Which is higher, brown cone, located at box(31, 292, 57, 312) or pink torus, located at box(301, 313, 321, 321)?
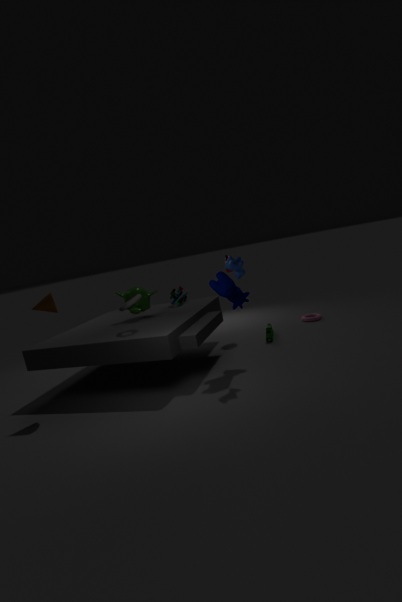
brown cone, located at box(31, 292, 57, 312)
